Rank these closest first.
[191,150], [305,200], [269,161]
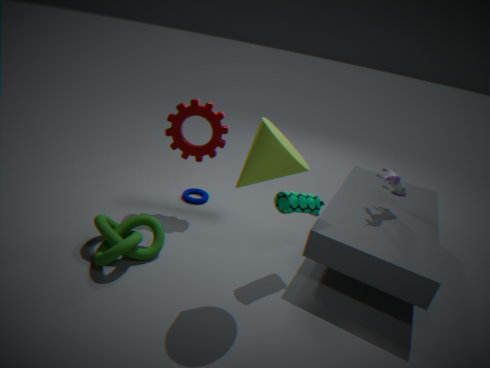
[269,161], [305,200], [191,150]
